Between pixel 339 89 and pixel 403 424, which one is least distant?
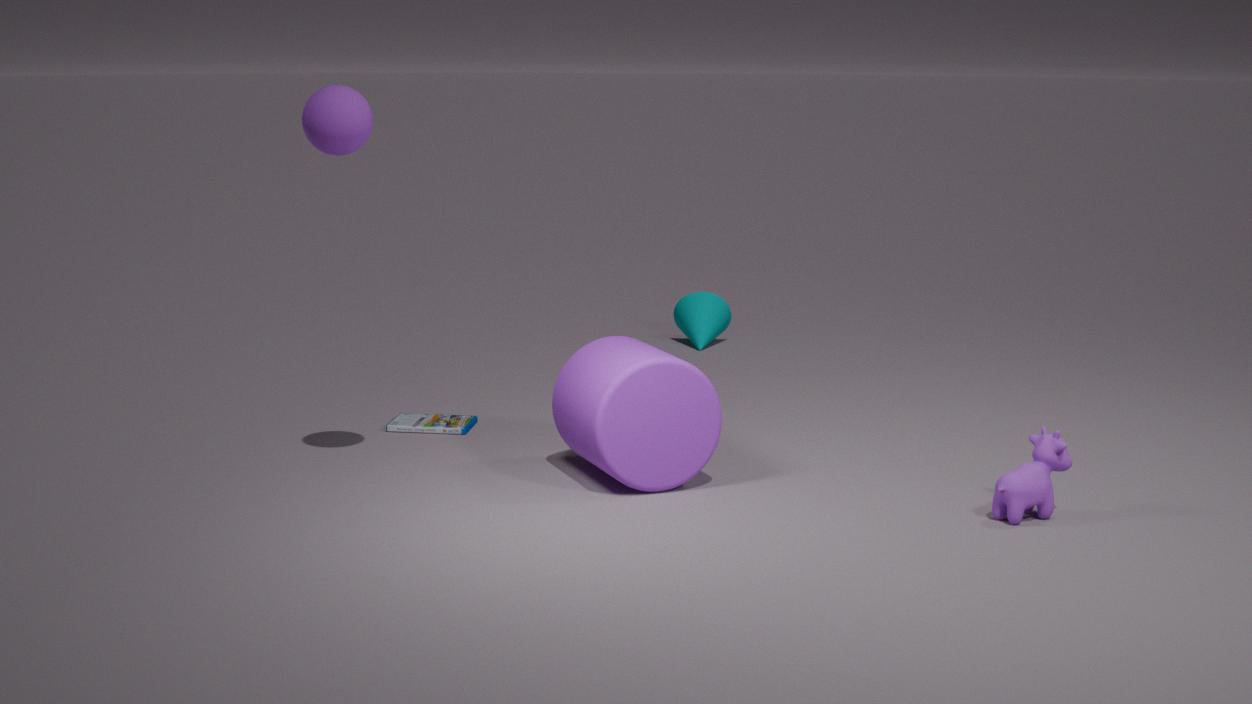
pixel 339 89
